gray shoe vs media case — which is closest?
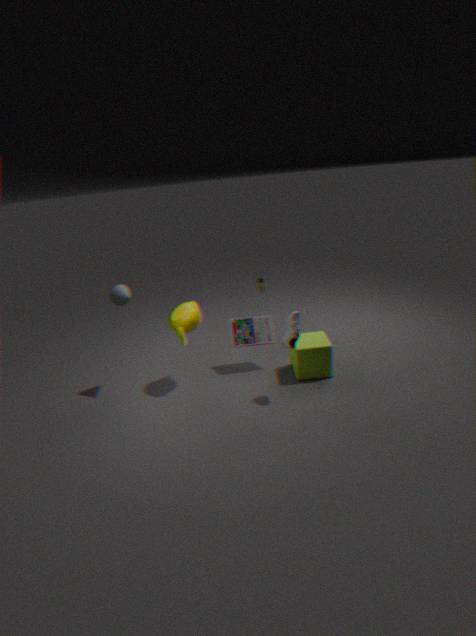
gray shoe
